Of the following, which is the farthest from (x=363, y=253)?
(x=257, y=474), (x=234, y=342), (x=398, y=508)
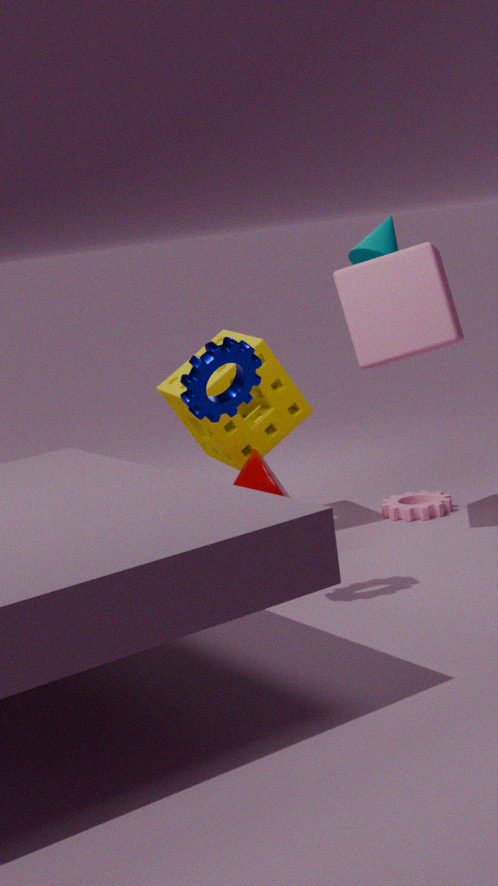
(x=234, y=342)
